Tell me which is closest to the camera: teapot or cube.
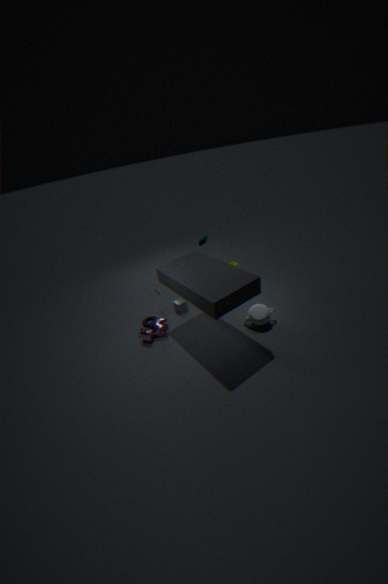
teapot
